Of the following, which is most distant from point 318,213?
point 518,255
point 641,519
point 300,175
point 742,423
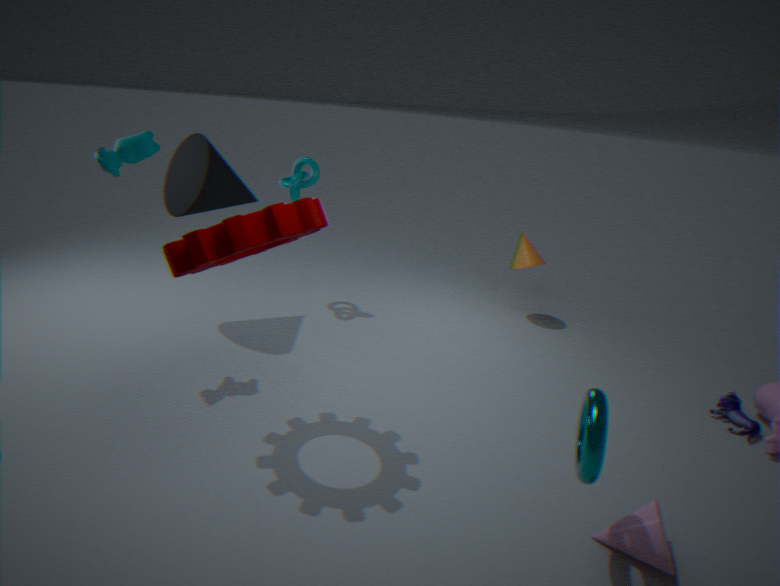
point 742,423
